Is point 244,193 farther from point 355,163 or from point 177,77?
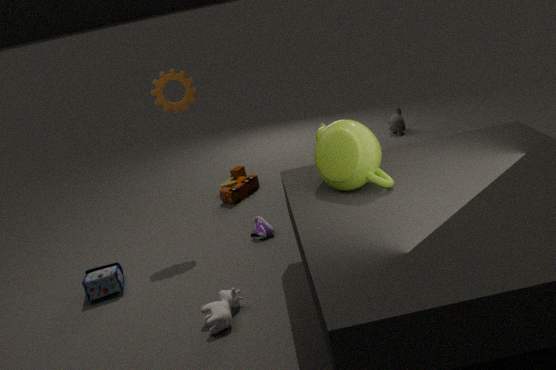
point 355,163
